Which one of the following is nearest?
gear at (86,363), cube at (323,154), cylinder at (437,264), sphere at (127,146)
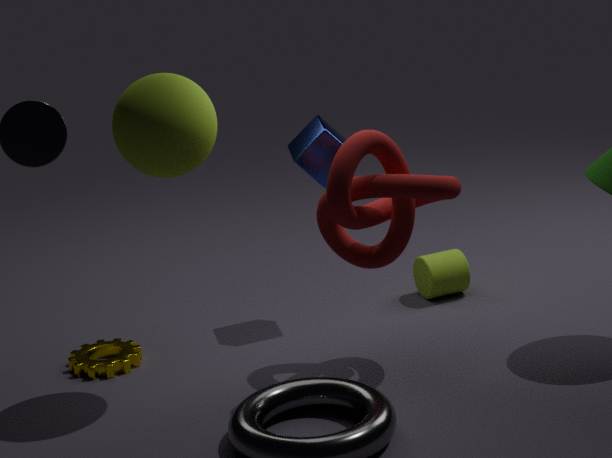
sphere at (127,146)
